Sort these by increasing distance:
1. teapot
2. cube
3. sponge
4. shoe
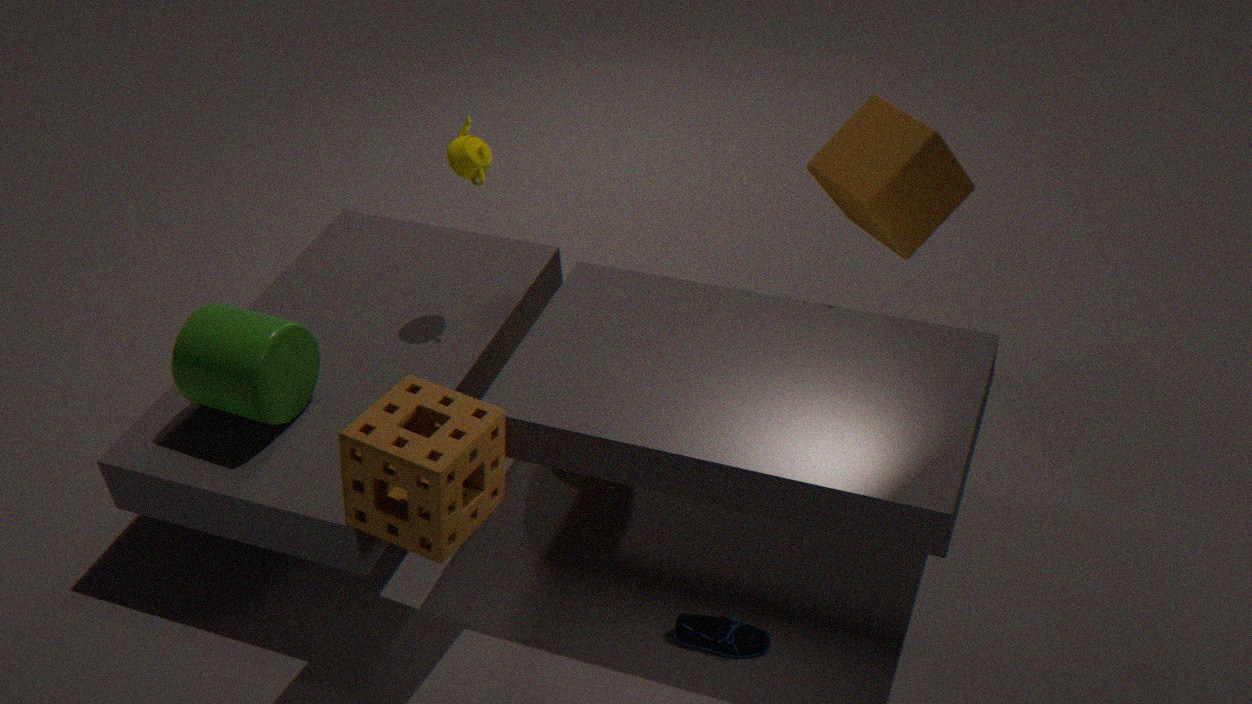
sponge → shoe → cube → teapot
